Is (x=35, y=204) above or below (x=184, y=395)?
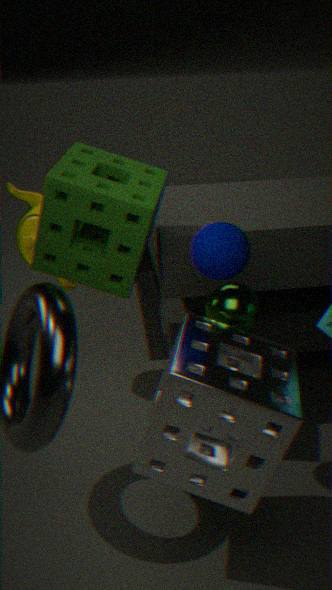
above
